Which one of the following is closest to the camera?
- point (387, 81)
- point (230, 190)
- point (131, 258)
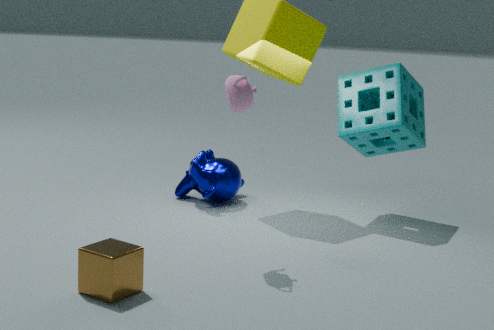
point (131, 258)
